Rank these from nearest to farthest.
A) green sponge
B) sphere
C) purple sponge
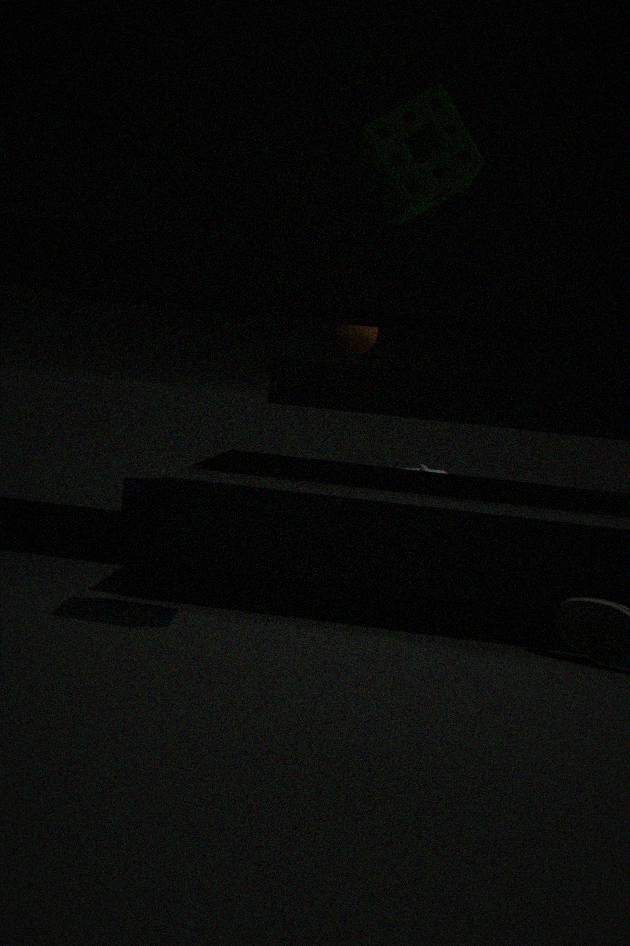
green sponge, purple sponge, sphere
